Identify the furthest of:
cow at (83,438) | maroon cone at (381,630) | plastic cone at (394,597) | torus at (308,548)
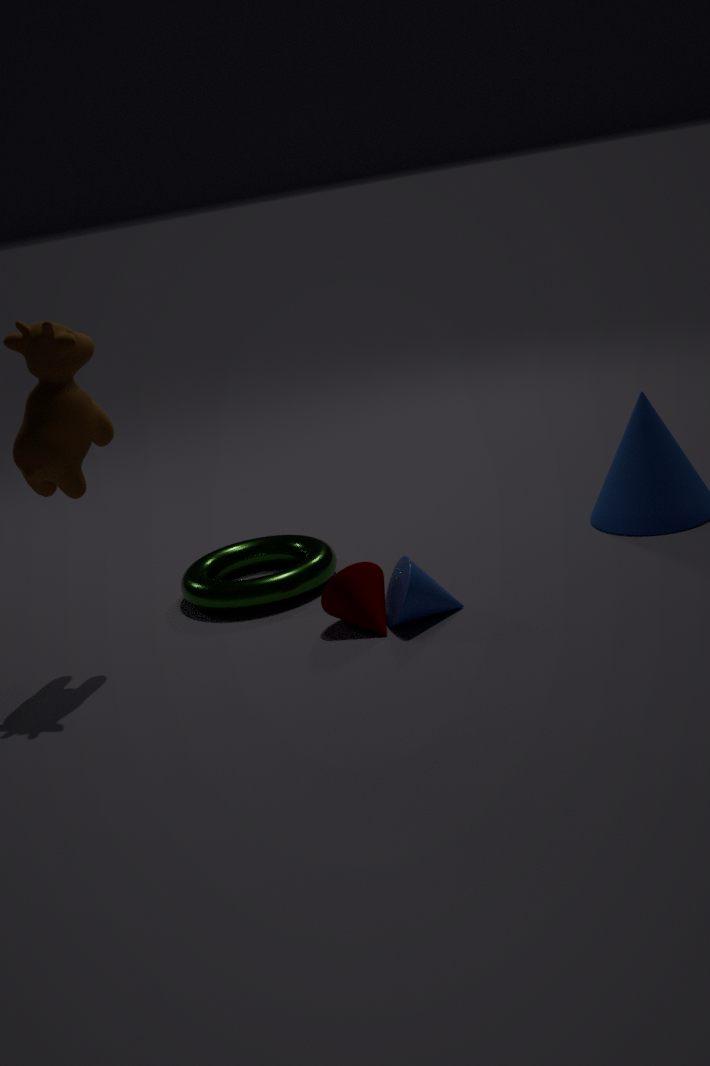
torus at (308,548)
